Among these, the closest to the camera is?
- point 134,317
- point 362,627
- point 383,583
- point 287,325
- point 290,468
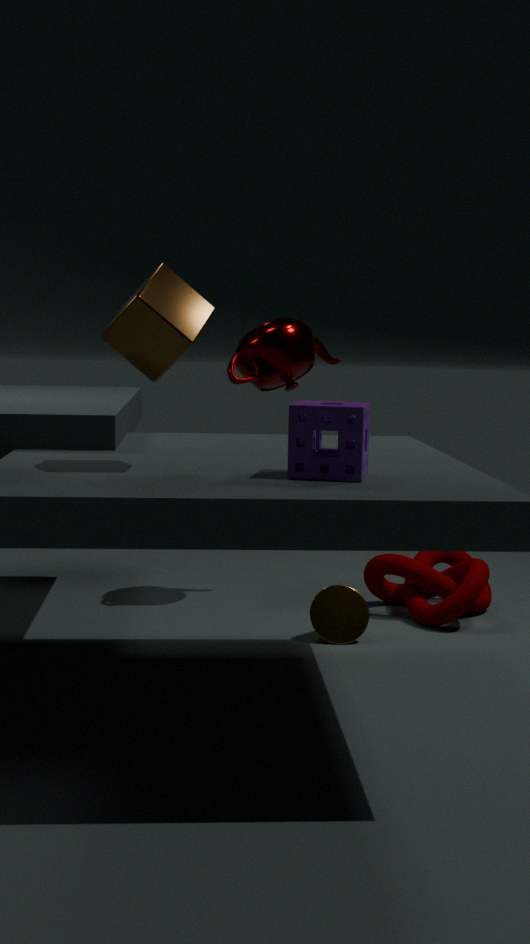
point 290,468
